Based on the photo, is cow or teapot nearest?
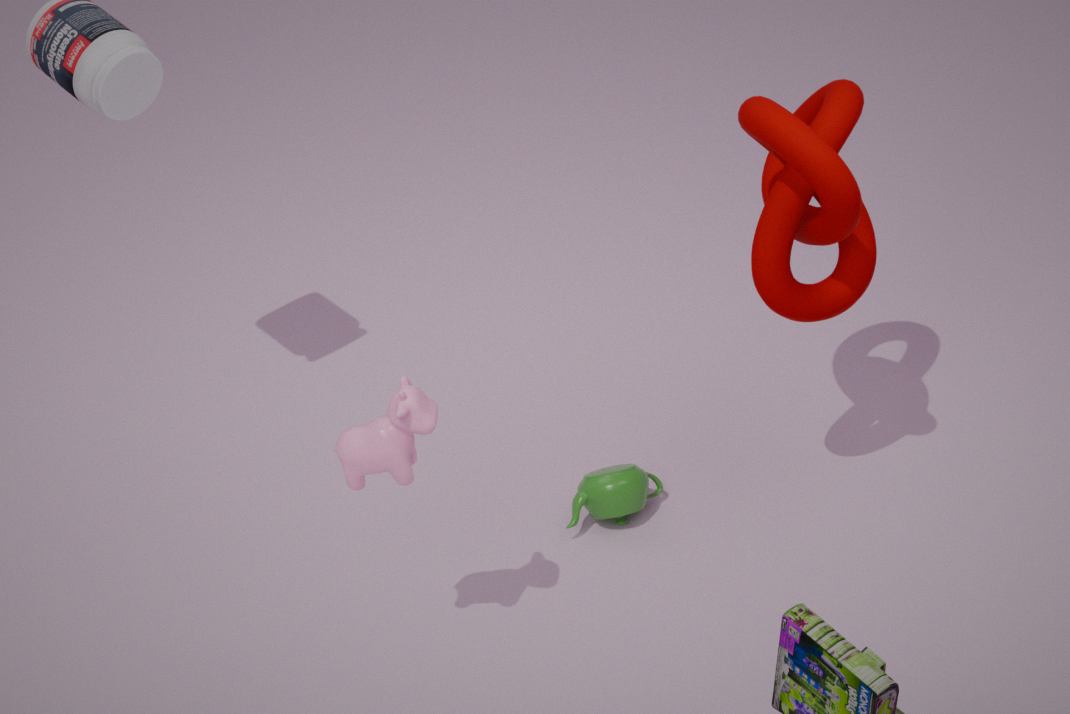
cow
